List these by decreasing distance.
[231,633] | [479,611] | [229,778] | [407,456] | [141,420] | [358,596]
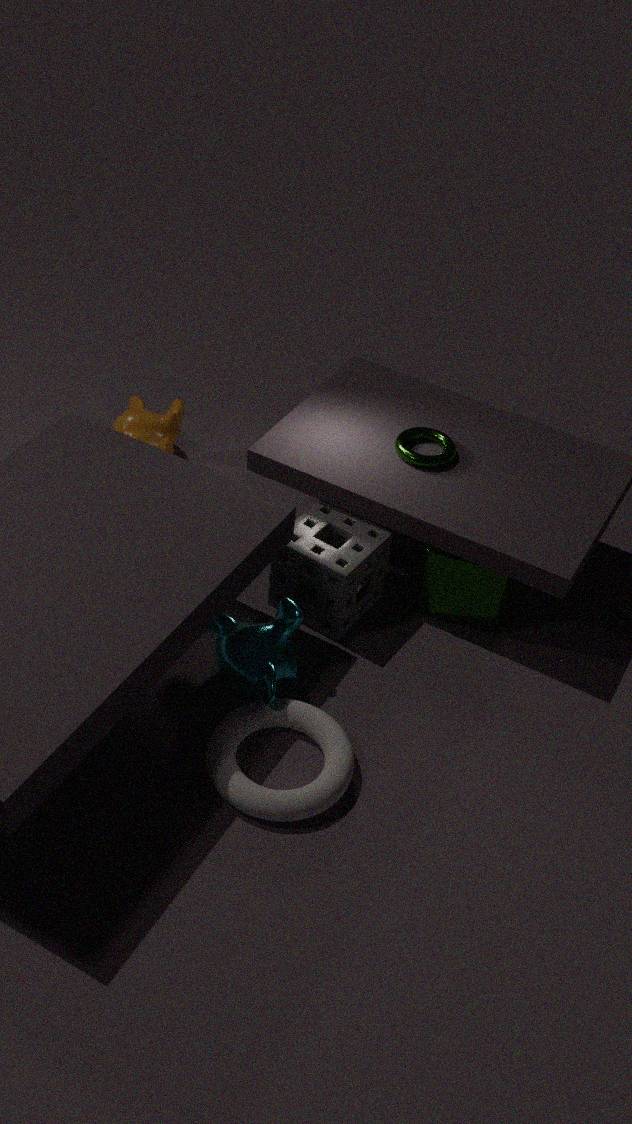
[141,420] < [407,456] < [479,611] < [358,596] < [231,633] < [229,778]
